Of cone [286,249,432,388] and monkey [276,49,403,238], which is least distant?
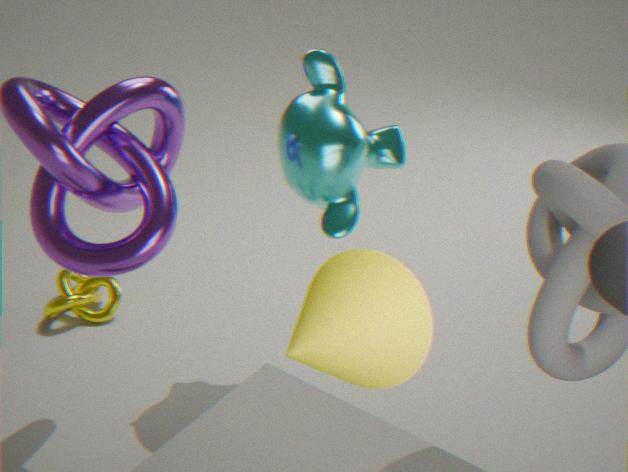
cone [286,249,432,388]
